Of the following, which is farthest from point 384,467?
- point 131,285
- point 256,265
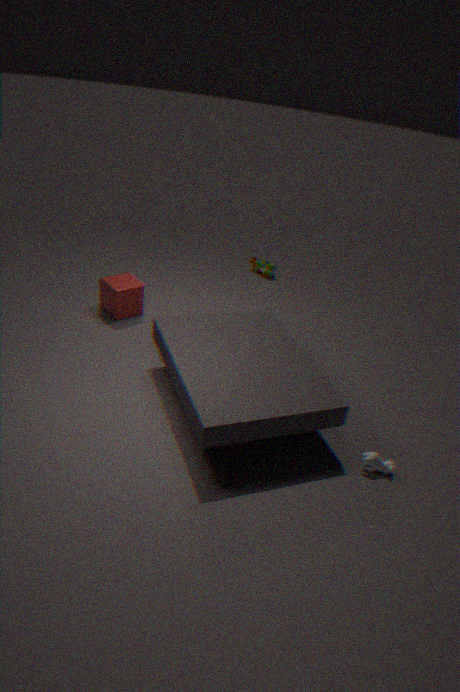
point 256,265
